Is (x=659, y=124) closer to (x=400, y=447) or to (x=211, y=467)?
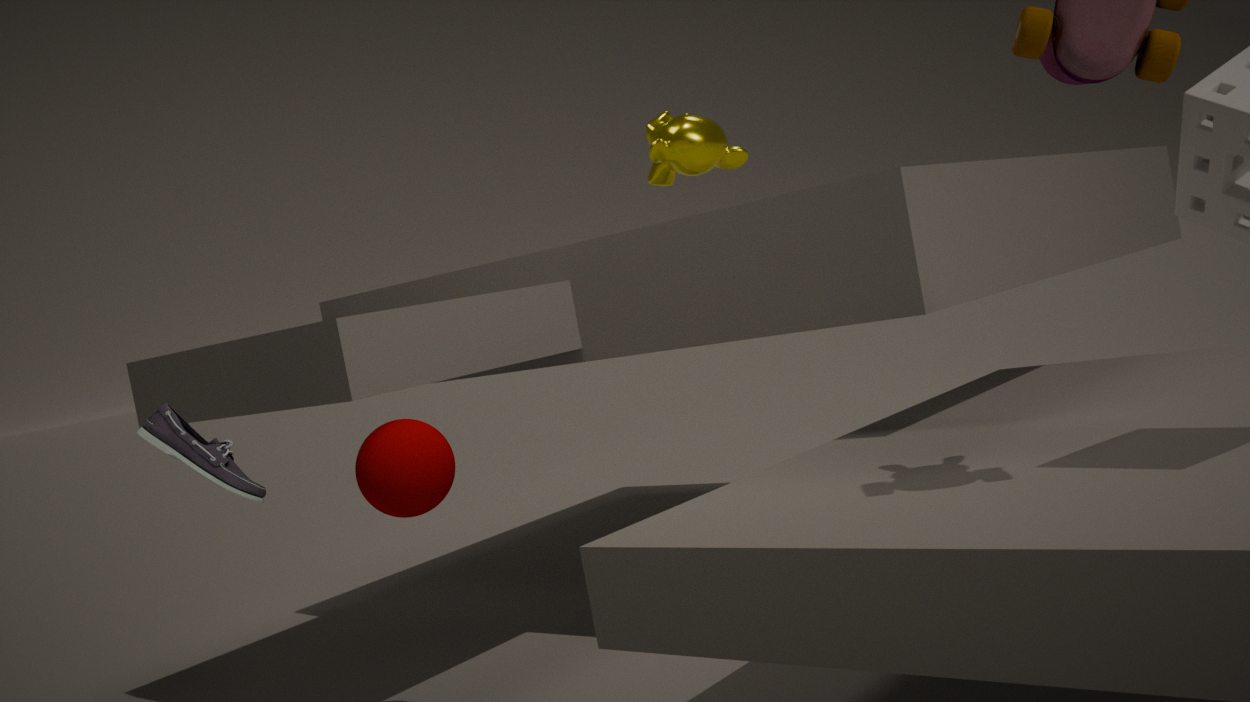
(x=400, y=447)
